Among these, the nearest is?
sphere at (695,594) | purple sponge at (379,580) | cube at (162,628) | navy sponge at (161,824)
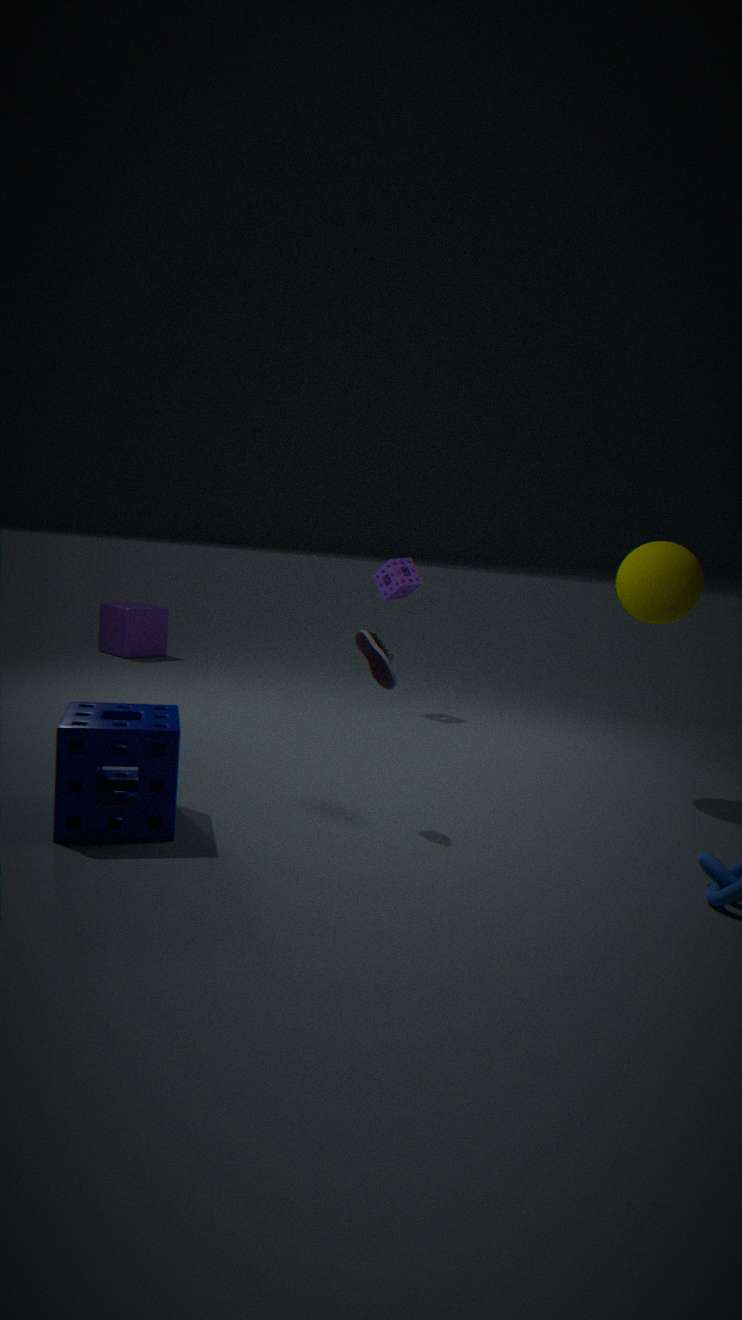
navy sponge at (161,824)
